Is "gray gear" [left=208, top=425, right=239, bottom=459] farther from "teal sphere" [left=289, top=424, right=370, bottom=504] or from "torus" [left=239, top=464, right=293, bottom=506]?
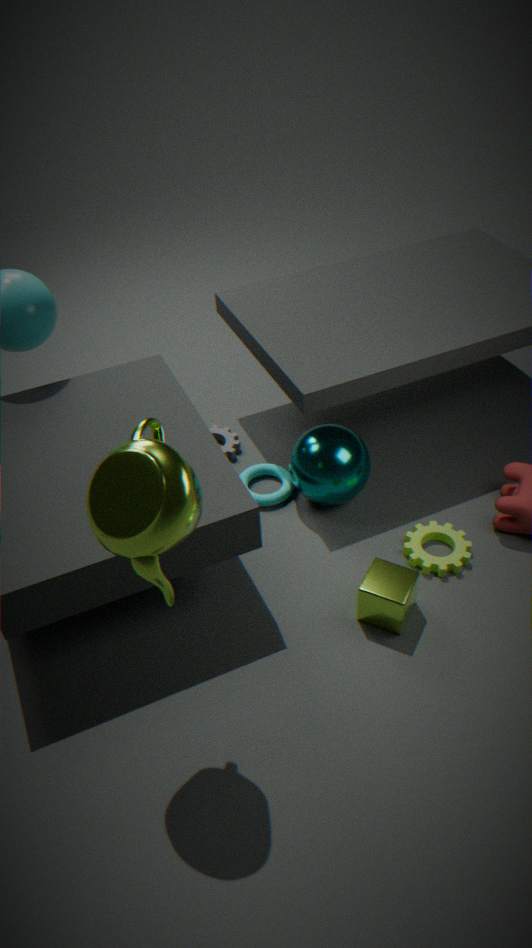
"teal sphere" [left=289, top=424, right=370, bottom=504]
